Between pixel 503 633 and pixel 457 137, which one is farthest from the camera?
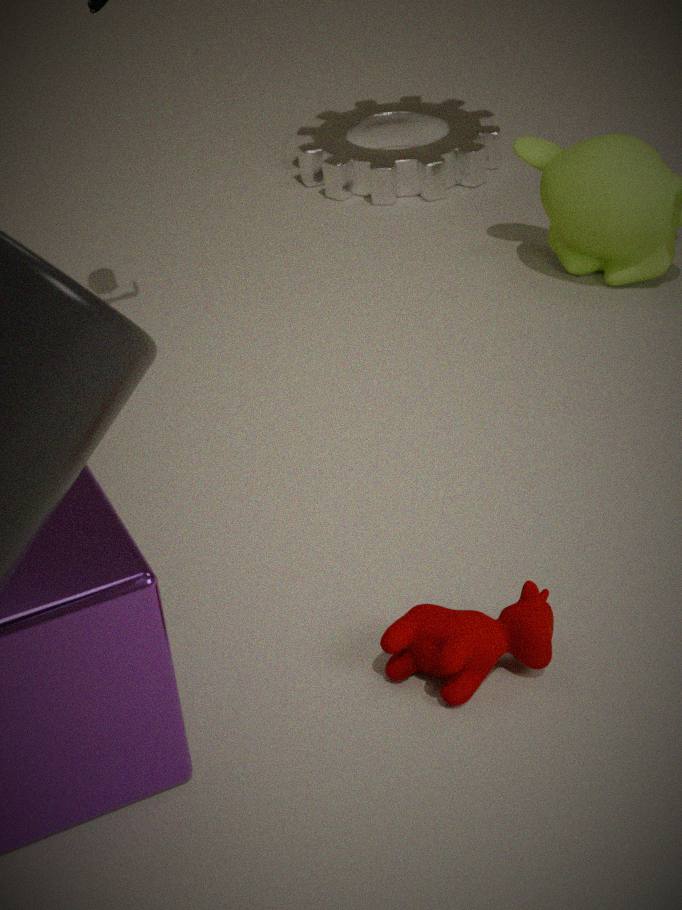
pixel 457 137
